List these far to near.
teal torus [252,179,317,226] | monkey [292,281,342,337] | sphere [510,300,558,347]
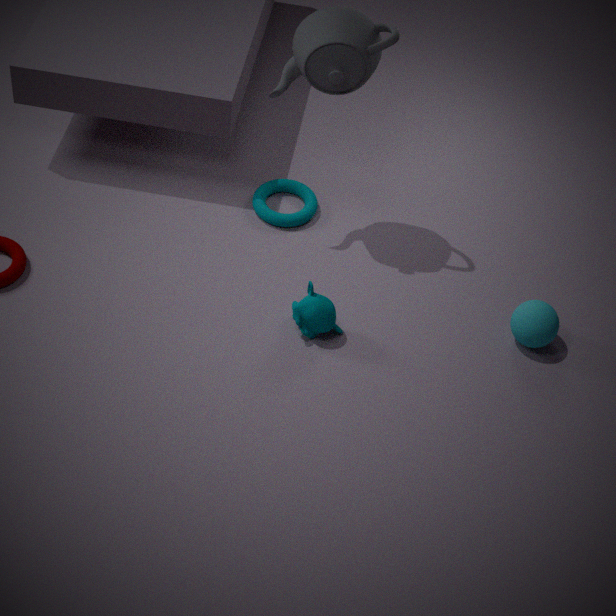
teal torus [252,179,317,226] < sphere [510,300,558,347] < monkey [292,281,342,337]
